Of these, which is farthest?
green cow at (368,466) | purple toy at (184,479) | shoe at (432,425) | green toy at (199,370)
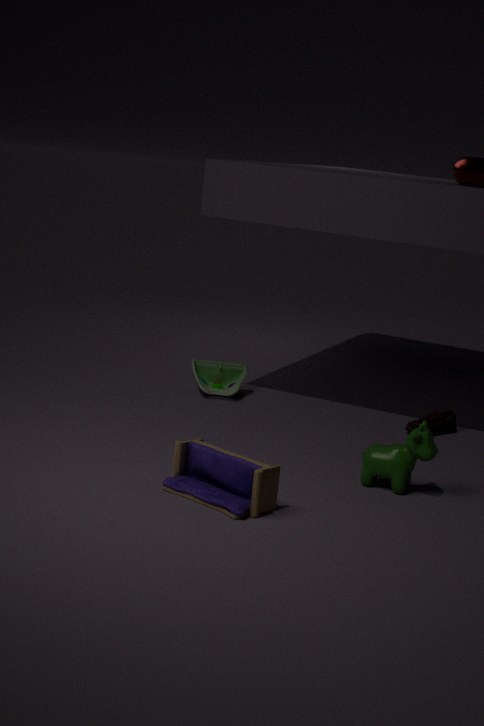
green toy at (199,370)
